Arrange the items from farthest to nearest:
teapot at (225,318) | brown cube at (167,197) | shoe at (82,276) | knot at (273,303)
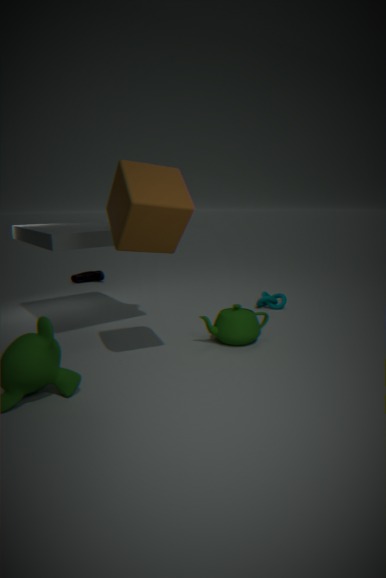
shoe at (82,276) < knot at (273,303) < teapot at (225,318) < brown cube at (167,197)
